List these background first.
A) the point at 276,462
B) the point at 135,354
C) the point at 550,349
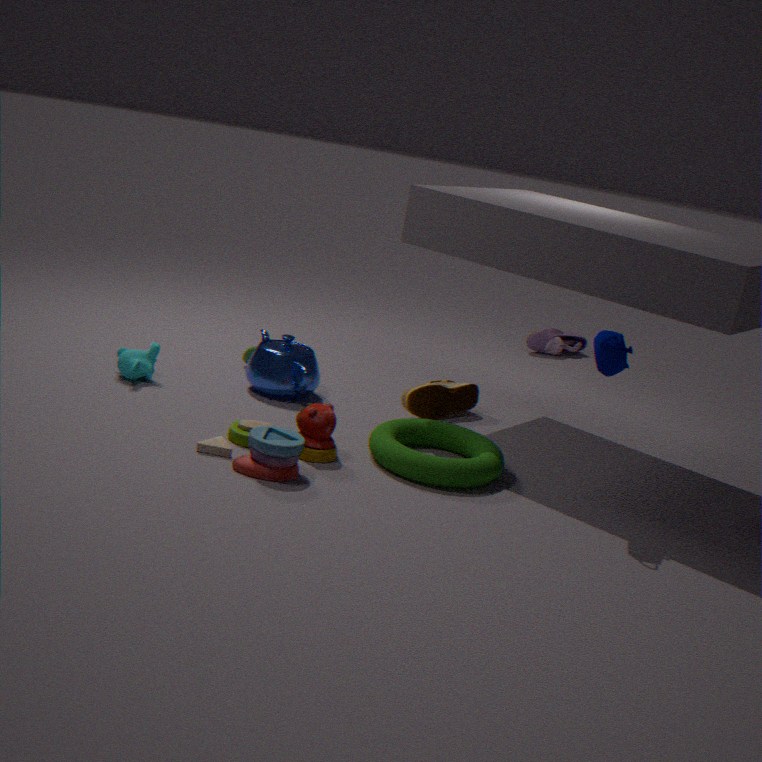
the point at 550,349 < the point at 135,354 < the point at 276,462
